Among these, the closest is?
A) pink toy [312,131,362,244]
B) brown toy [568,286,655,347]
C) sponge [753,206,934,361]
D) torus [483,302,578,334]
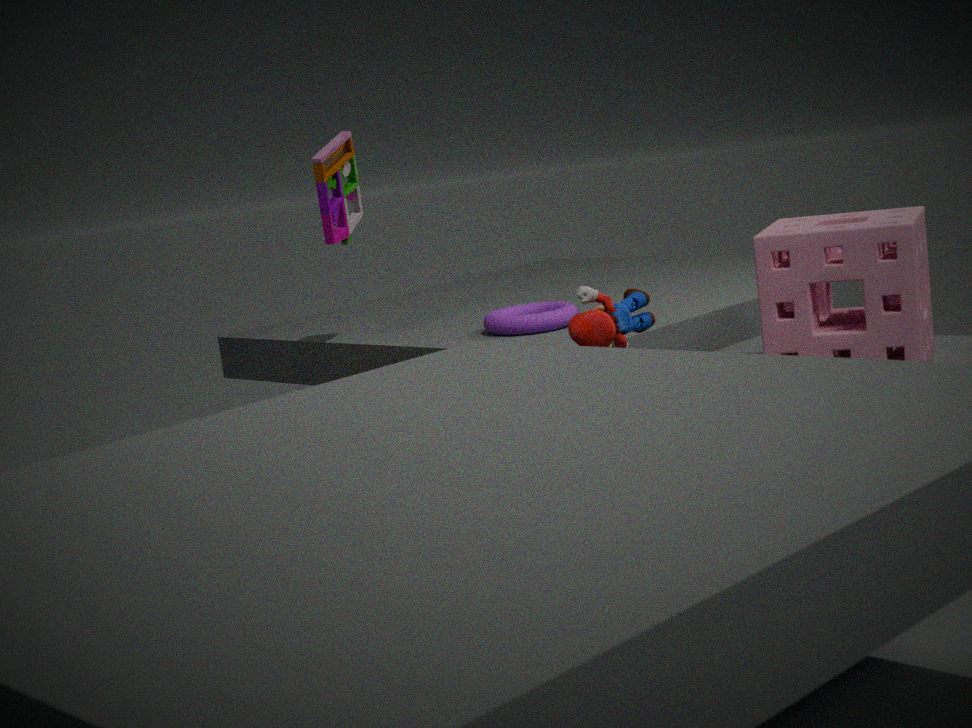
sponge [753,206,934,361]
